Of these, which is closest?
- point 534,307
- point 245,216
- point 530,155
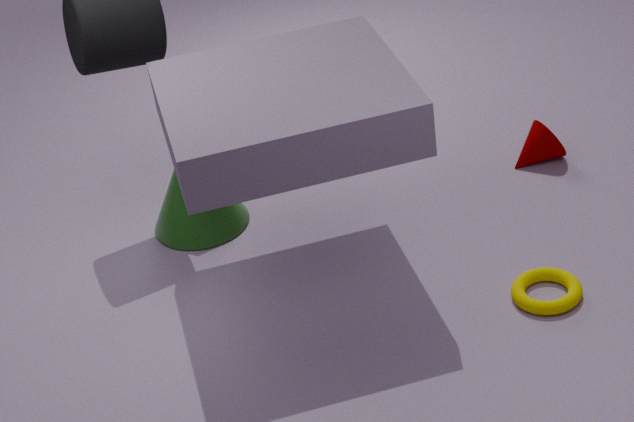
point 534,307
